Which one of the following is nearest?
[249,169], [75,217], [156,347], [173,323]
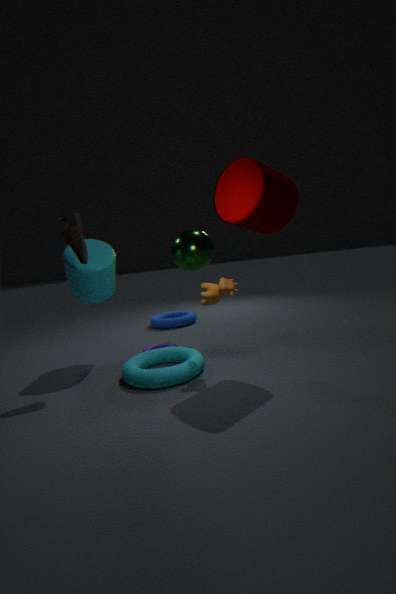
[249,169]
